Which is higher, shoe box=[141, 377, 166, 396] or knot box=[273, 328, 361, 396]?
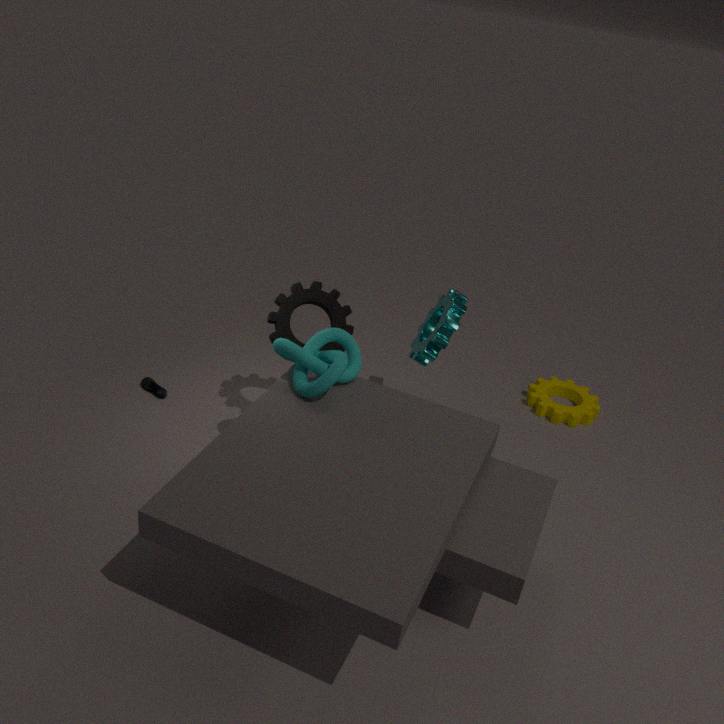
knot box=[273, 328, 361, 396]
